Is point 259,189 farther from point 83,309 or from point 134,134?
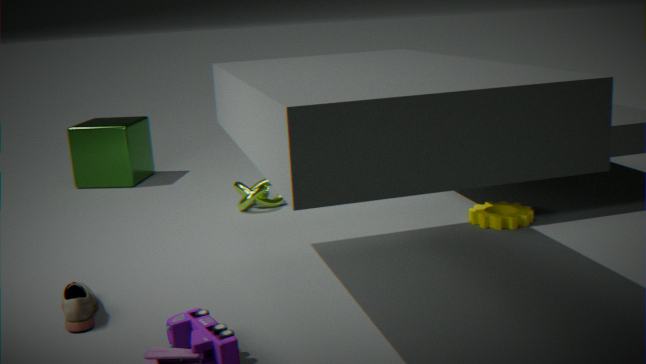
point 83,309
